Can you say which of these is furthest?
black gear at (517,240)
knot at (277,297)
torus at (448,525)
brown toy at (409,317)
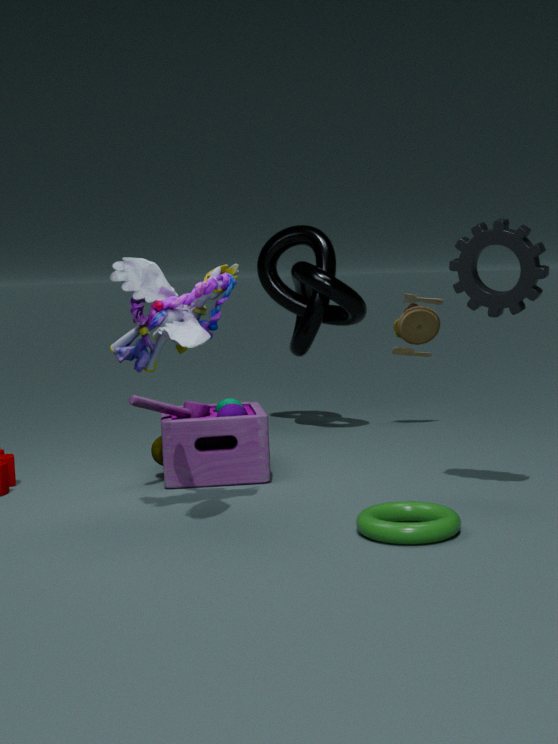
brown toy at (409,317)
